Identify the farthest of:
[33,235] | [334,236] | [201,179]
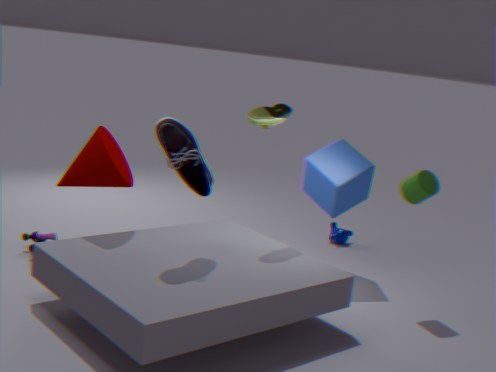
[334,236]
